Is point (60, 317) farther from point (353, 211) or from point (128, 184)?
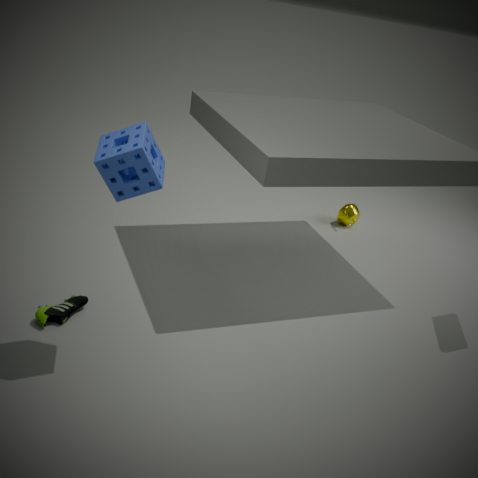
point (353, 211)
